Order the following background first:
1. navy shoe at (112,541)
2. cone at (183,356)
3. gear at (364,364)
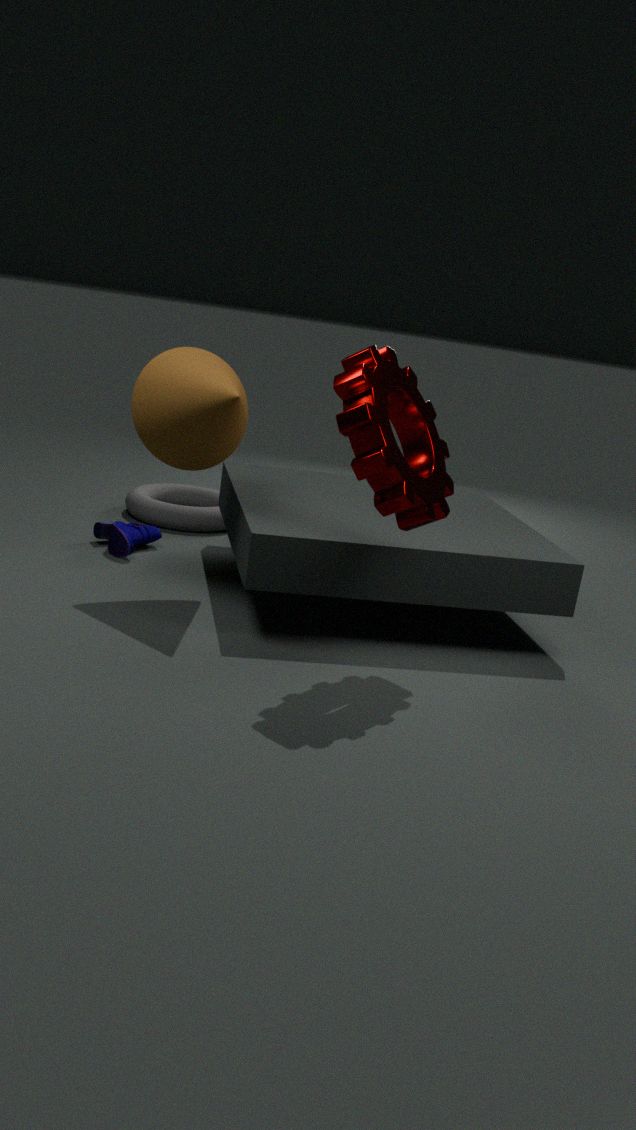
navy shoe at (112,541)
cone at (183,356)
gear at (364,364)
